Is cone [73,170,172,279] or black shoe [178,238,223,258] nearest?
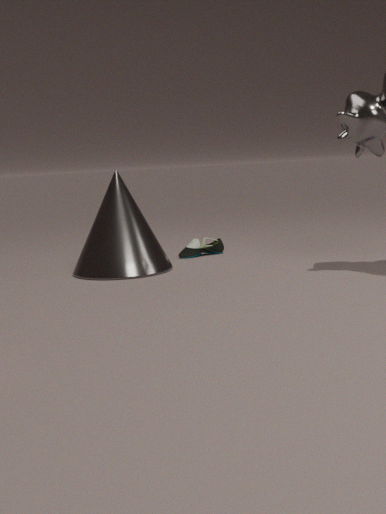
cone [73,170,172,279]
